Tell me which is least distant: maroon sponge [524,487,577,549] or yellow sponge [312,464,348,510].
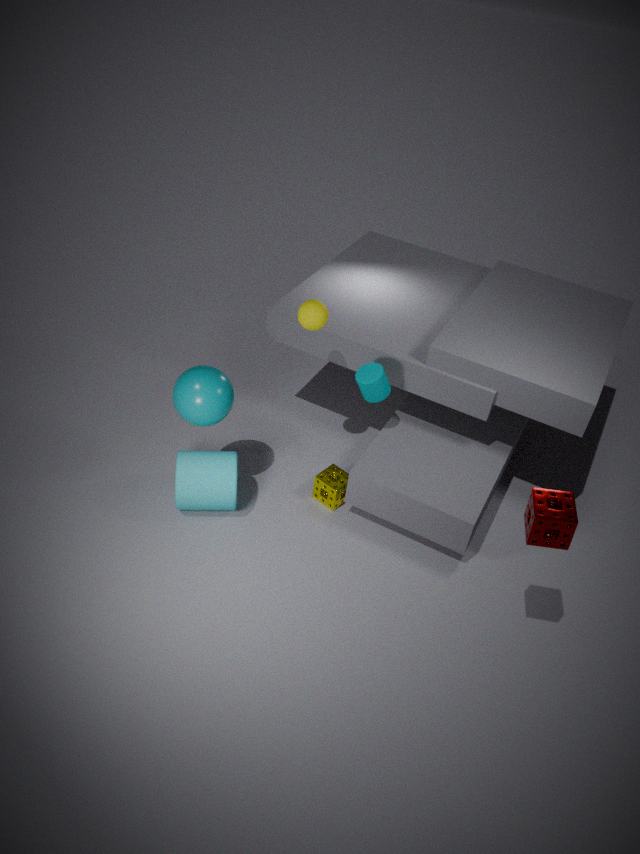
maroon sponge [524,487,577,549]
